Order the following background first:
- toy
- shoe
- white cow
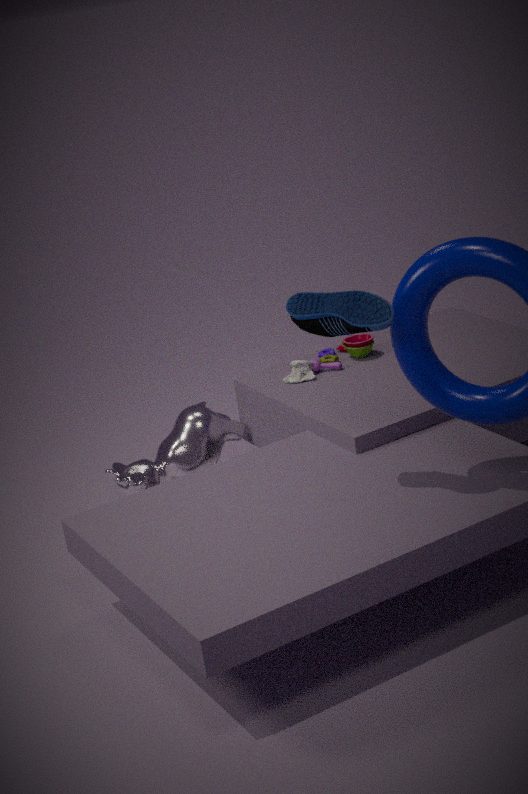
toy → white cow → shoe
